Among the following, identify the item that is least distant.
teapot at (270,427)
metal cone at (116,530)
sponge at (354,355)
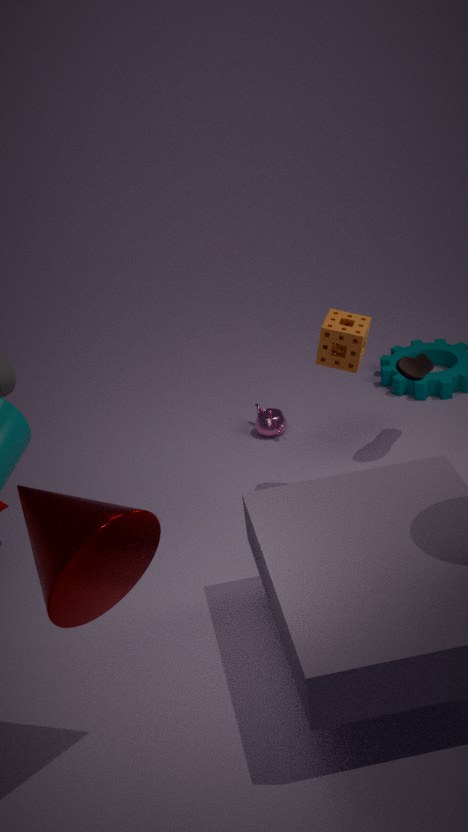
metal cone at (116,530)
